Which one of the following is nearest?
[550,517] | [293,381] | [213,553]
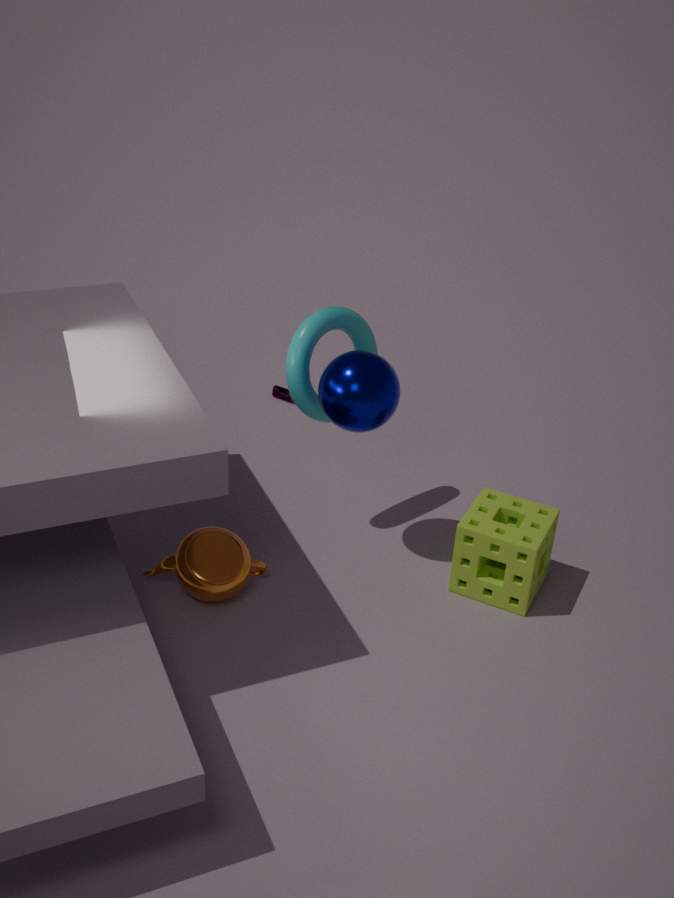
[213,553]
